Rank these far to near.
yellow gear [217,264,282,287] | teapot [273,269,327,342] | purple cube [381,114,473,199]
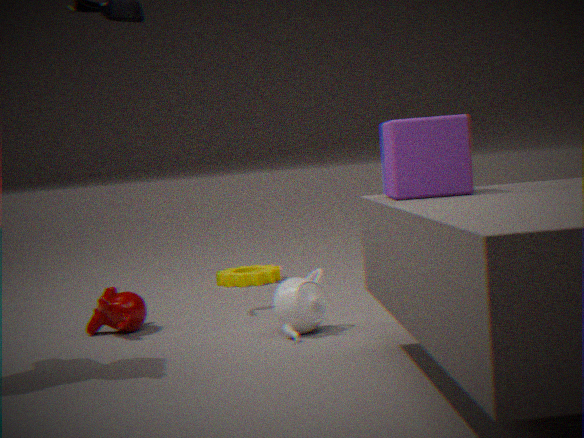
yellow gear [217,264,282,287] → teapot [273,269,327,342] → purple cube [381,114,473,199]
